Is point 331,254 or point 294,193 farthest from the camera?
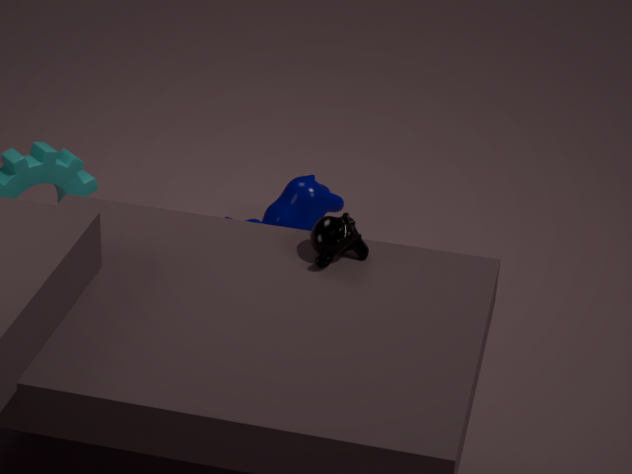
point 294,193
